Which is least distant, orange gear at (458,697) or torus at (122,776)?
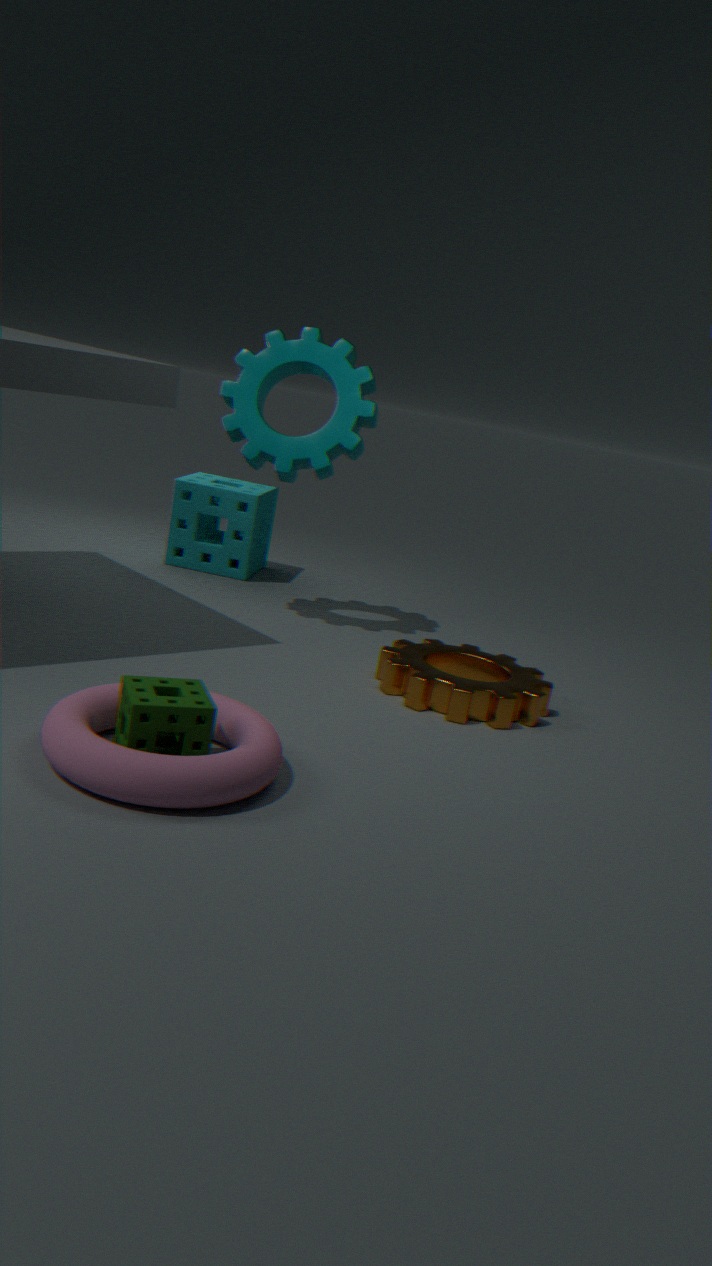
torus at (122,776)
